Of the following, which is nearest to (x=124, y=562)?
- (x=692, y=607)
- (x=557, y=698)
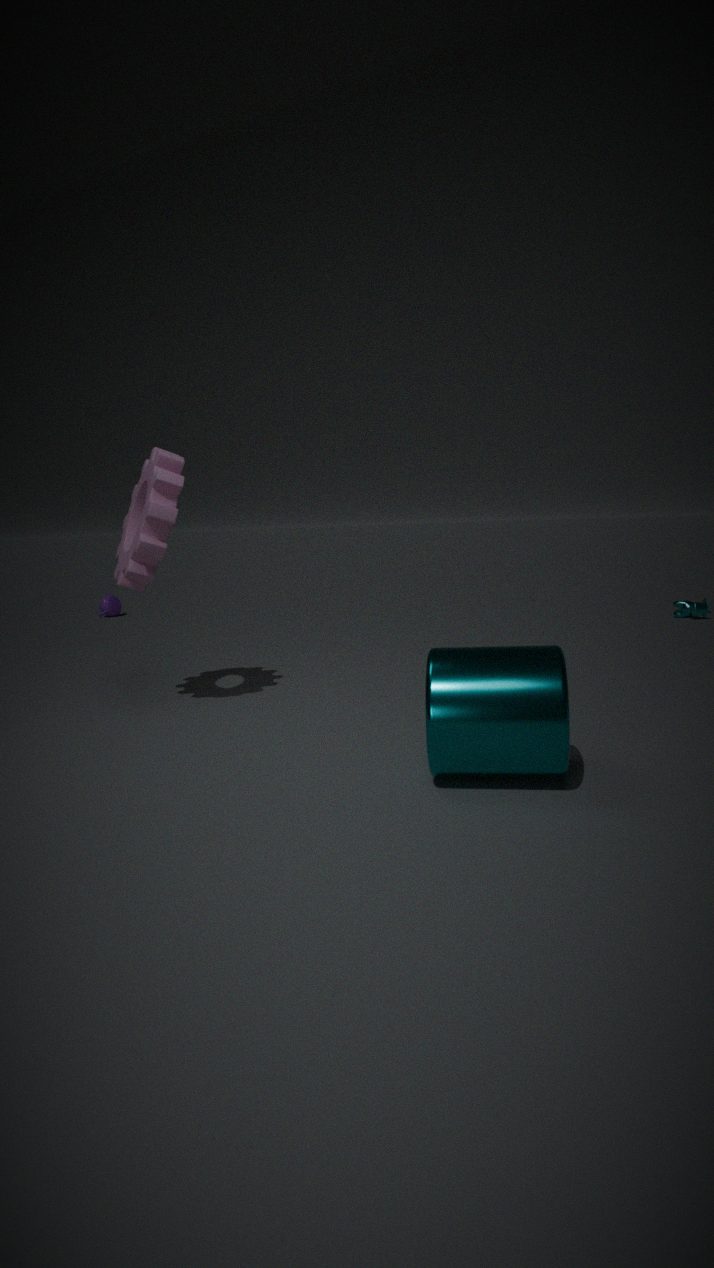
(x=557, y=698)
